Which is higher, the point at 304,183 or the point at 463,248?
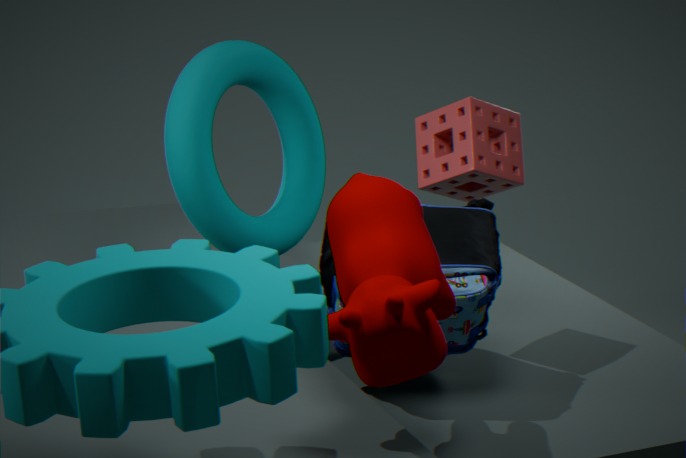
the point at 304,183
